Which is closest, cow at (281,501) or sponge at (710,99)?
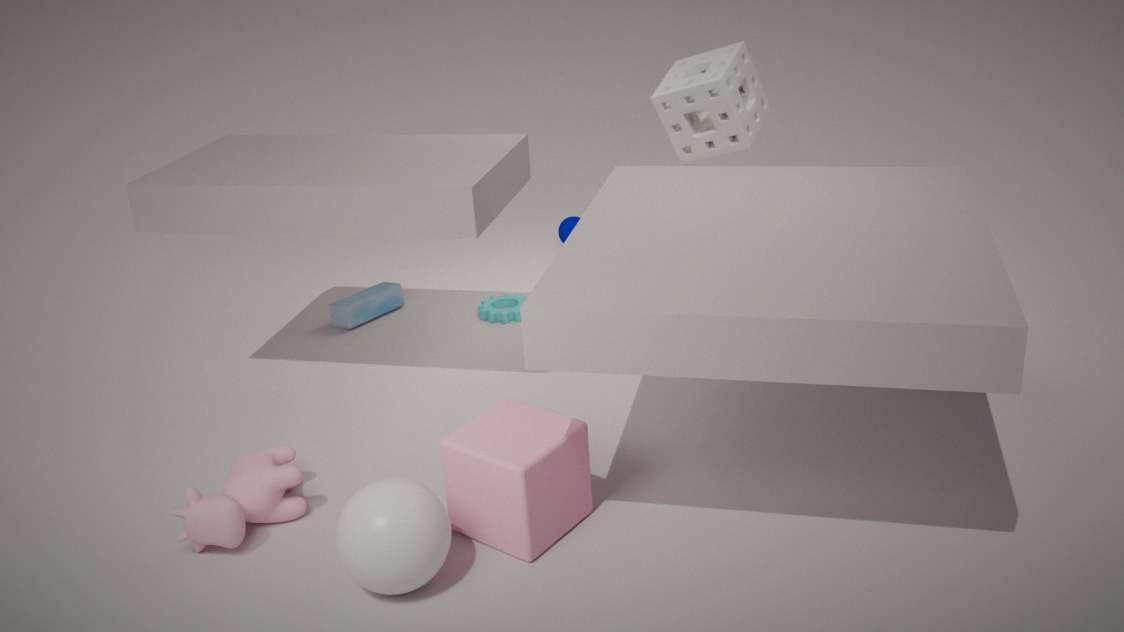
cow at (281,501)
